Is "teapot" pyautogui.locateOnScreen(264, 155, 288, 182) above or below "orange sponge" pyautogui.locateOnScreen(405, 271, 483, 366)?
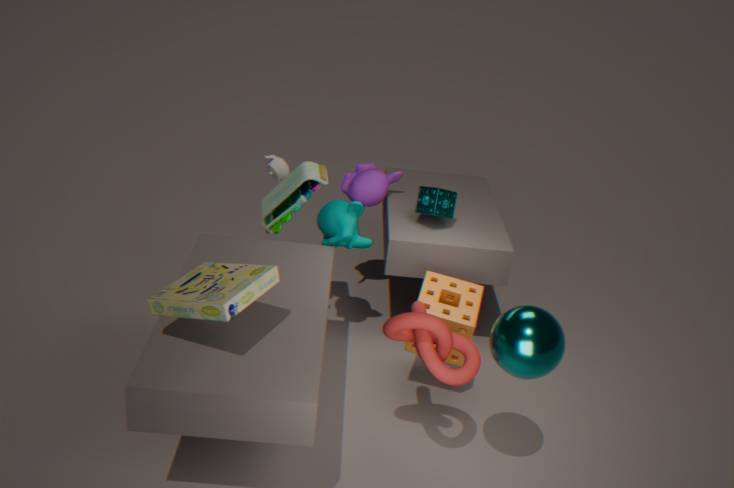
above
